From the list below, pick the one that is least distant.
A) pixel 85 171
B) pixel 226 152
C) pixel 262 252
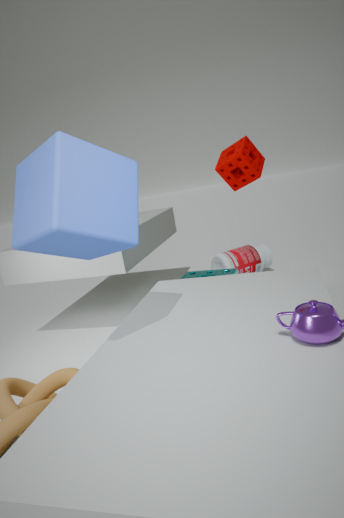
pixel 85 171
